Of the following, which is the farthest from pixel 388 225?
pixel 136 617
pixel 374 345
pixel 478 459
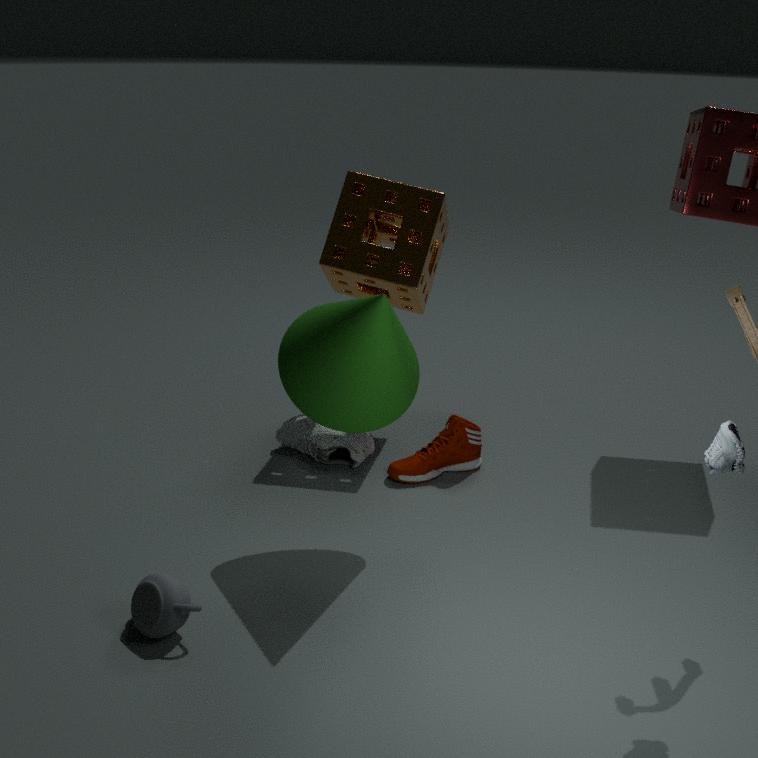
pixel 136 617
